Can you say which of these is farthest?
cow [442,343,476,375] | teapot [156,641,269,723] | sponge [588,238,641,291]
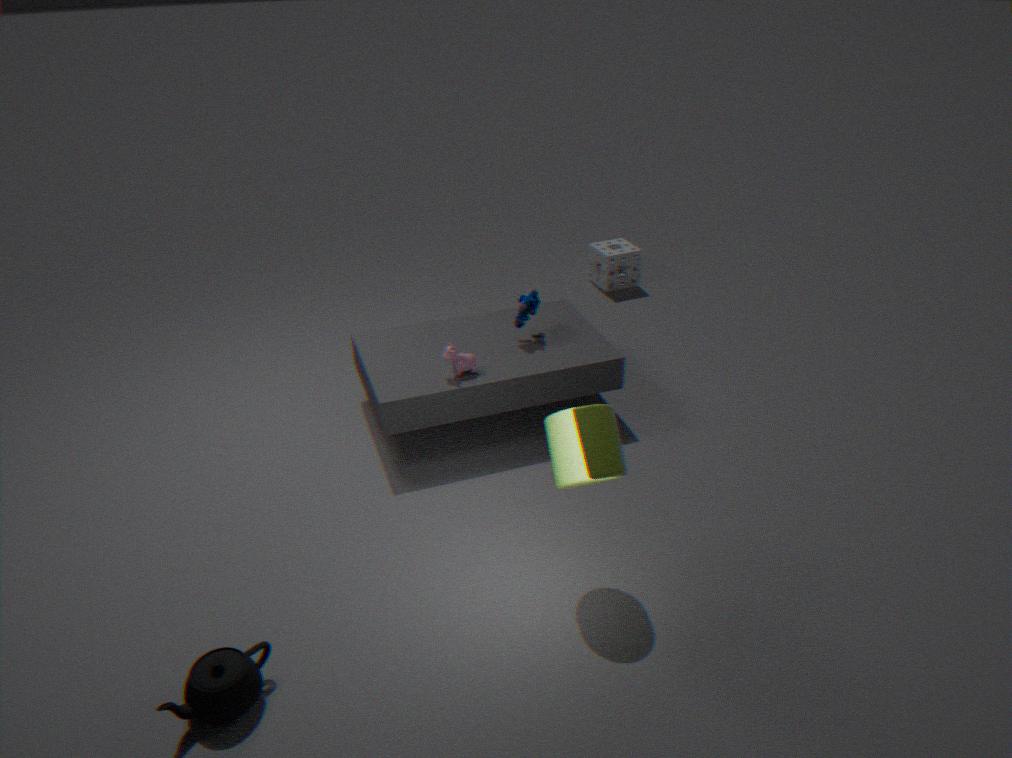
sponge [588,238,641,291]
